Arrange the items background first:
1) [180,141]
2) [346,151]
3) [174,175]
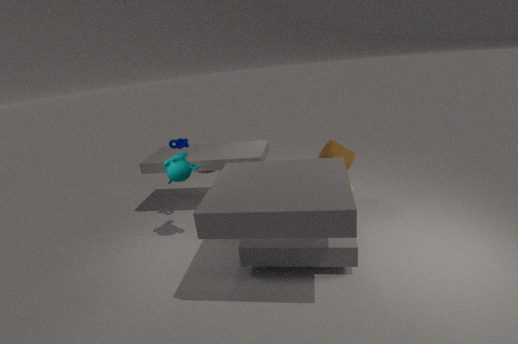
2. [346,151], 1. [180,141], 3. [174,175]
